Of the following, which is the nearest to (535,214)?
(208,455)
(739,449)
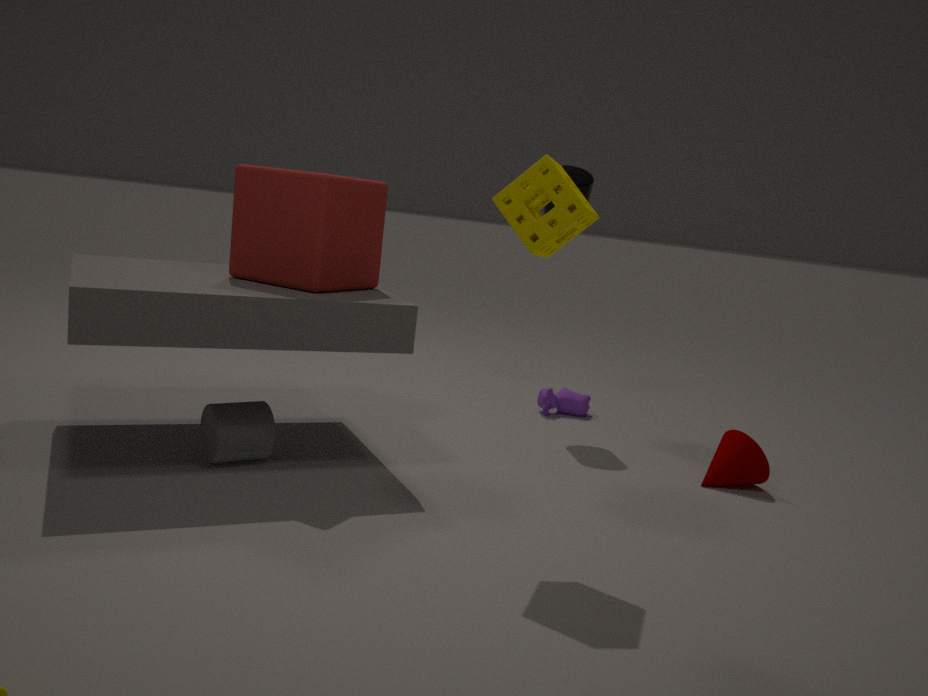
(208,455)
